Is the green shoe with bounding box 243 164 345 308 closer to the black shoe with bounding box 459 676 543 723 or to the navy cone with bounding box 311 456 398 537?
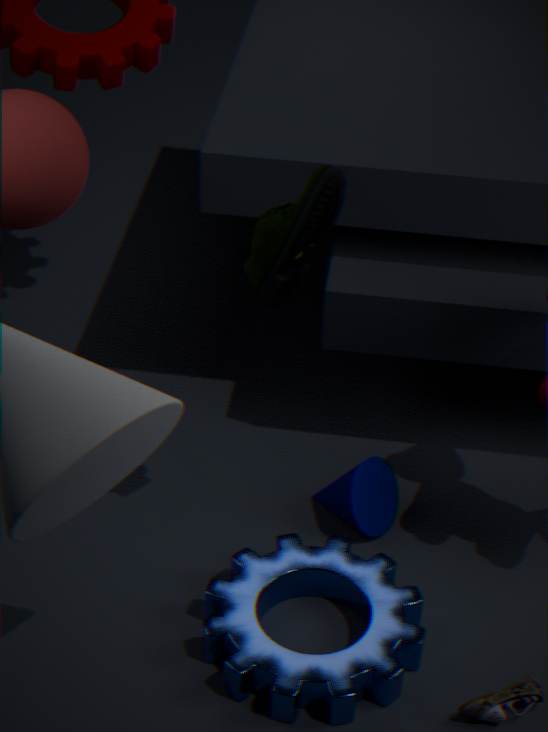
the navy cone with bounding box 311 456 398 537
